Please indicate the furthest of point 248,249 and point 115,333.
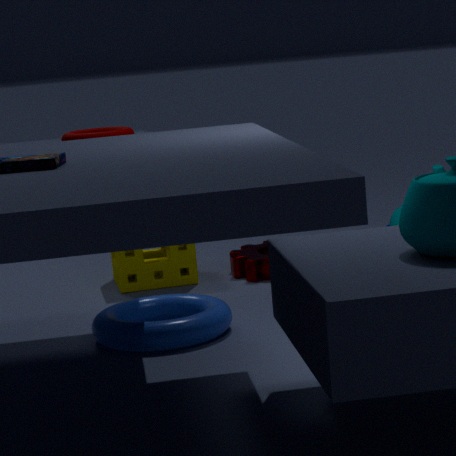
point 248,249
